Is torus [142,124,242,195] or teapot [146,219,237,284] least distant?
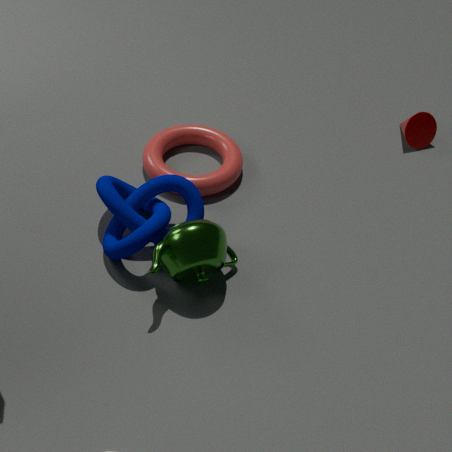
teapot [146,219,237,284]
